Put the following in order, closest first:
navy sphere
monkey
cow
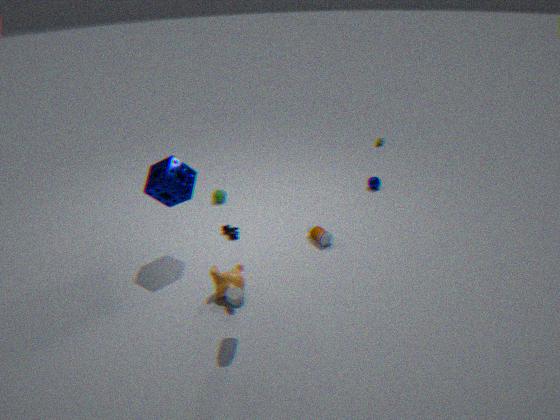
1. monkey
2. cow
3. navy sphere
